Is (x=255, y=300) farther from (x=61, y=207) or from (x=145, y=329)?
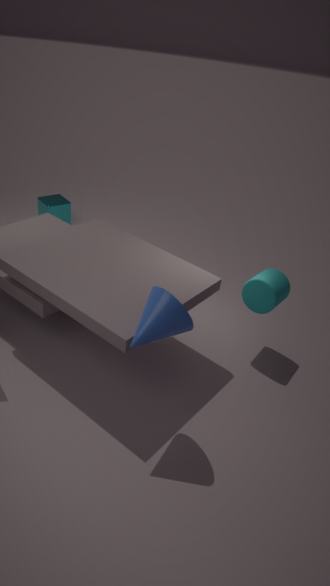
(x=61, y=207)
